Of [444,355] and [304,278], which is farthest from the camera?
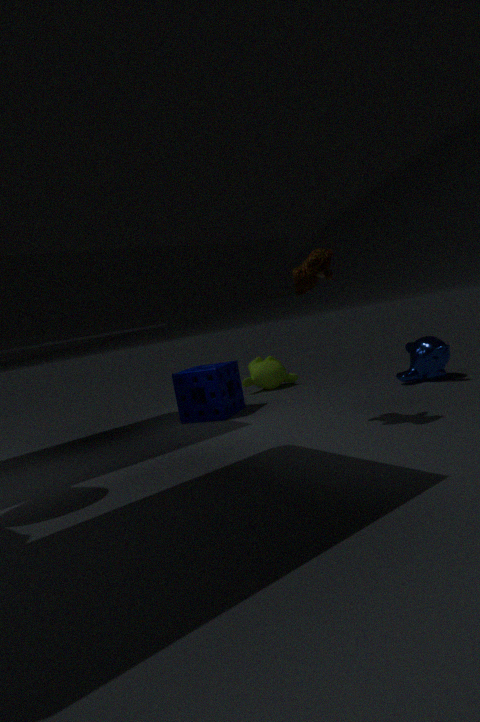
[444,355]
